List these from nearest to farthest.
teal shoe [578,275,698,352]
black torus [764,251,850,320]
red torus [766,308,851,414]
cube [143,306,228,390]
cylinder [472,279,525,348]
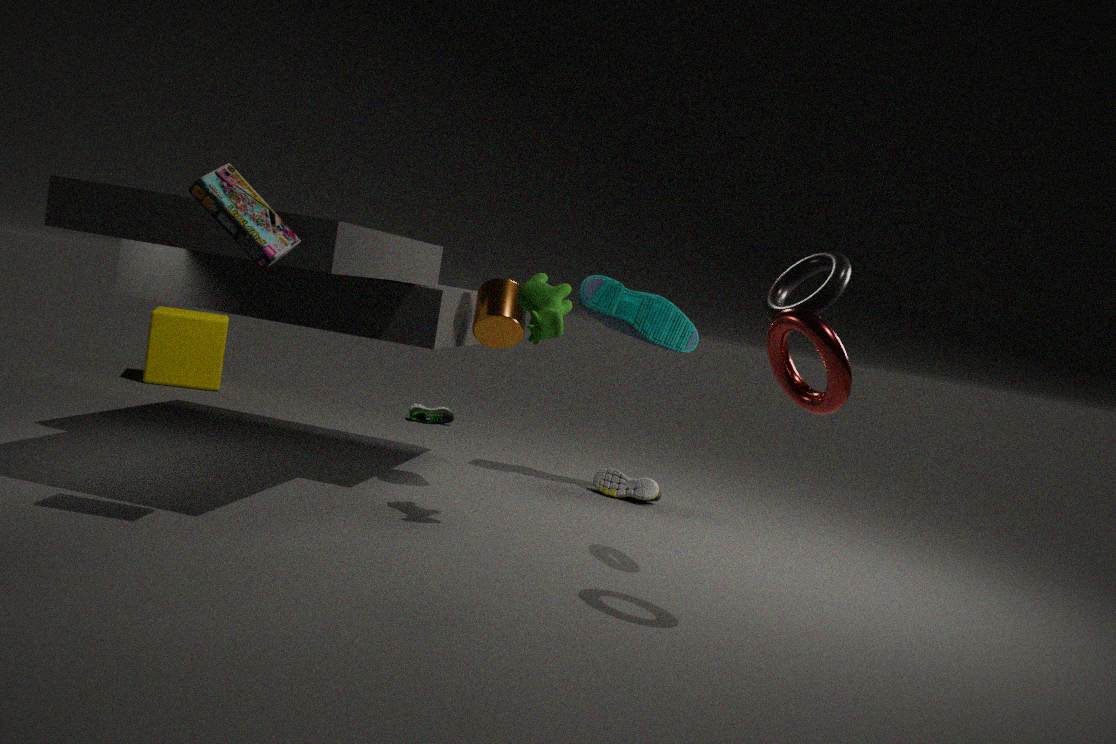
red torus [766,308,851,414], black torus [764,251,850,320], cylinder [472,279,525,348], teal shoe [578,275,698,352], cube [143,306,228,390]
